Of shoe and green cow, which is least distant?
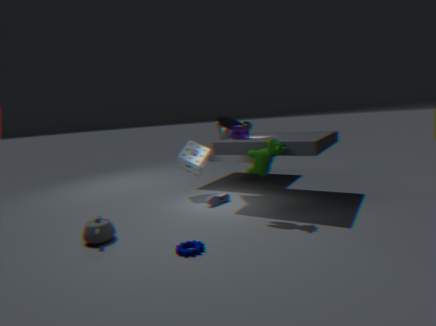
green cow
